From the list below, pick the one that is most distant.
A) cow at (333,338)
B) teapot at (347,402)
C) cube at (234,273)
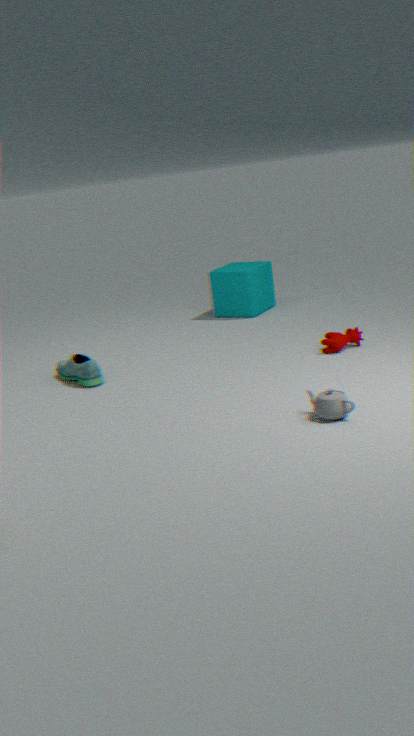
cube at (234,273)
